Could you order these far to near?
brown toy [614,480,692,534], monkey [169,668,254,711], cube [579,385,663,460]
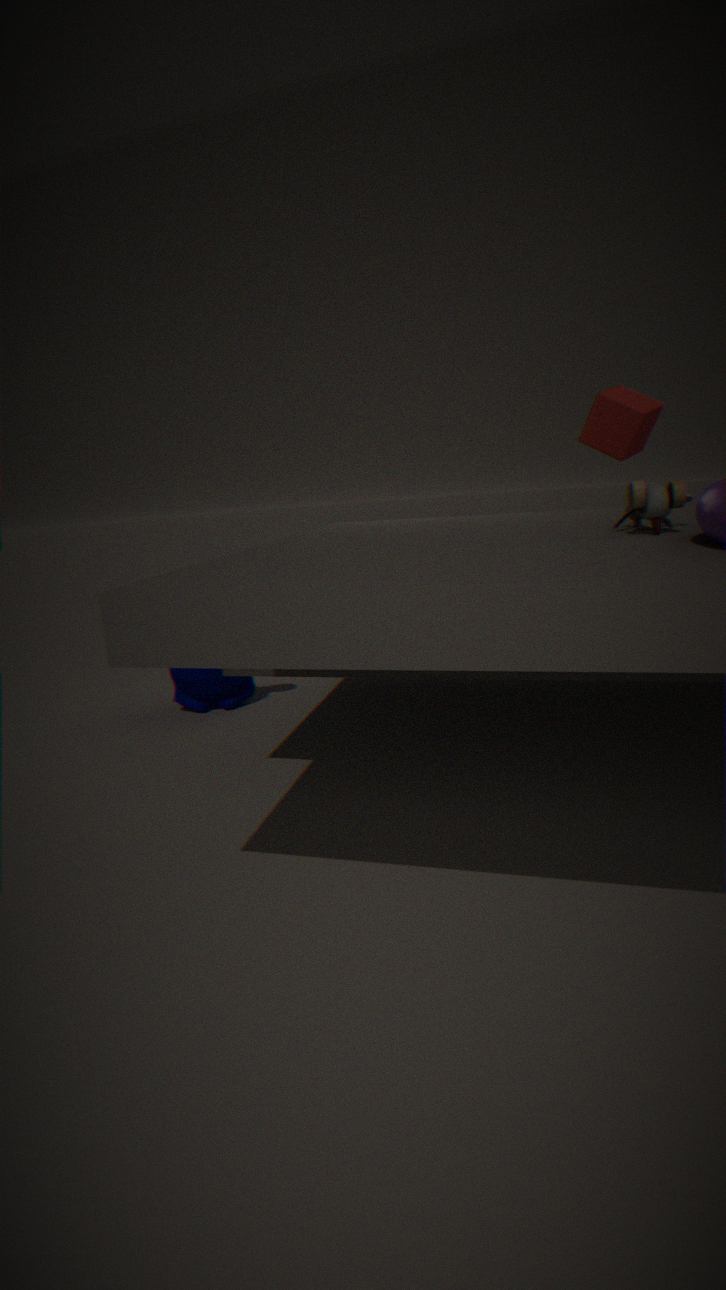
monkey [169,668,254,711], cube [579,385,663,460], brown toy [614,480,692,534]
